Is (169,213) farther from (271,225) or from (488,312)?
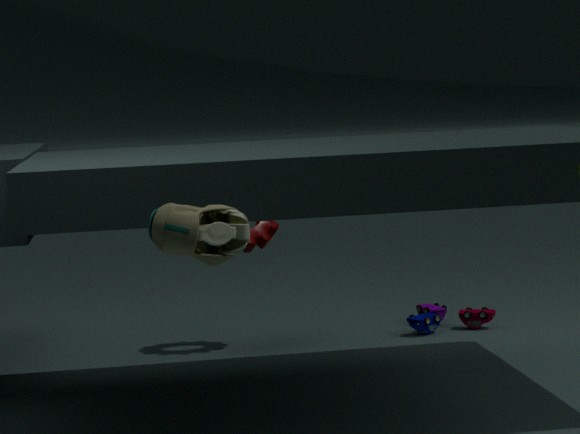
(488,312)
